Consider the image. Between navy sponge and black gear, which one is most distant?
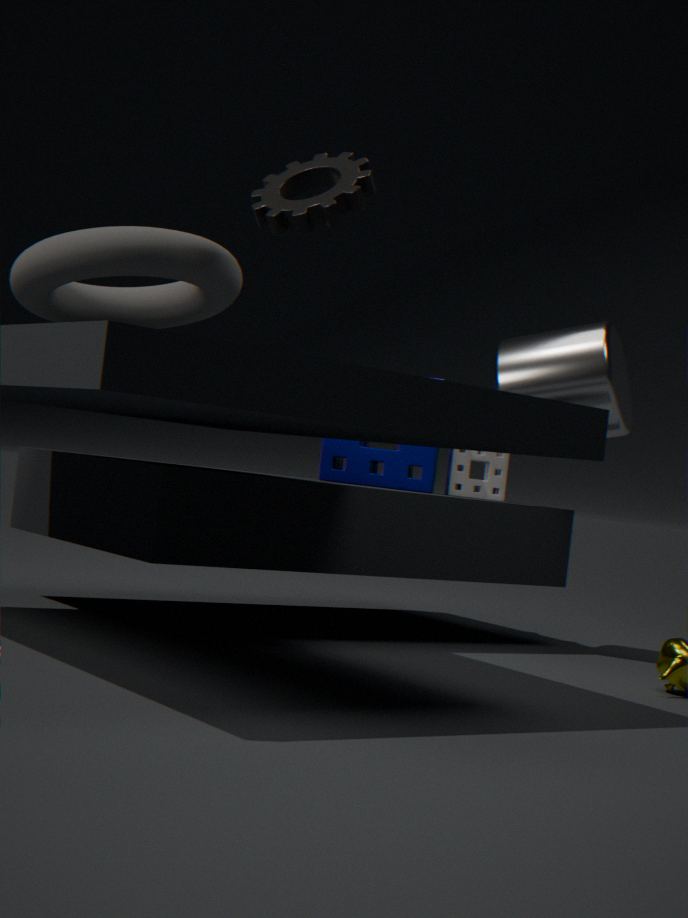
navy sponge
